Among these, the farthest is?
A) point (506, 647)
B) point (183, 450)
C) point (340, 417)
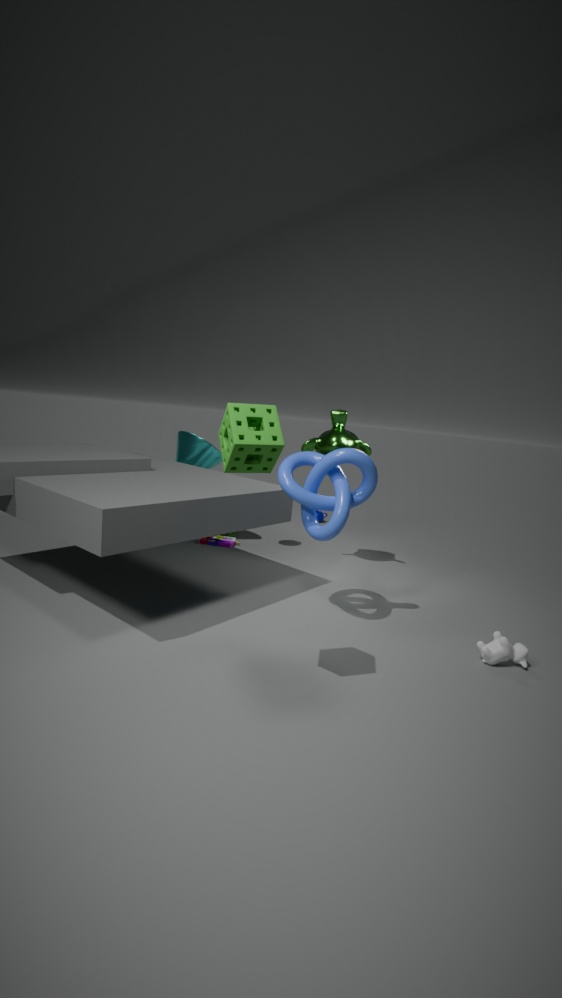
point (183, 450)
